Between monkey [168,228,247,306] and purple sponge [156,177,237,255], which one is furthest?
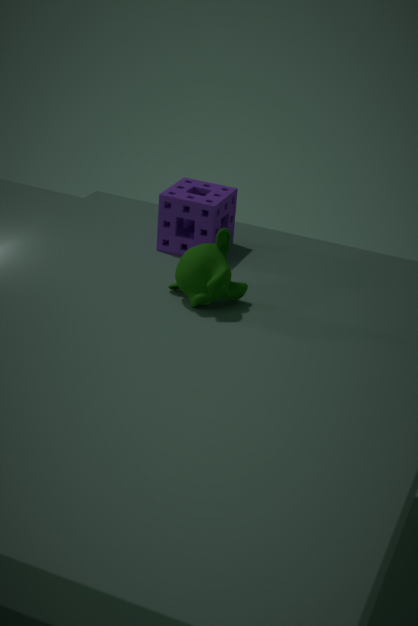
purple sponge [156,177,237,255]
